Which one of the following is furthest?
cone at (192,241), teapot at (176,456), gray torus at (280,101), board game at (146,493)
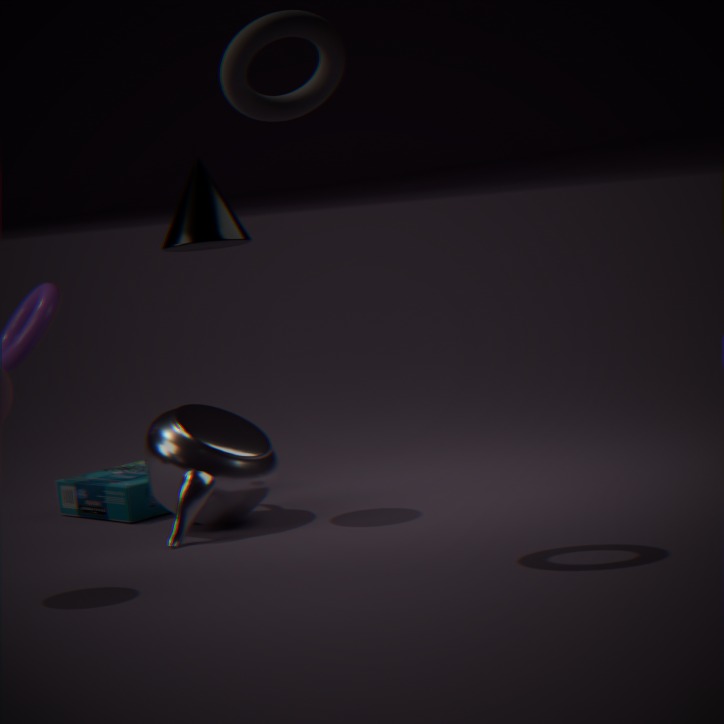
board game at (146,493)
